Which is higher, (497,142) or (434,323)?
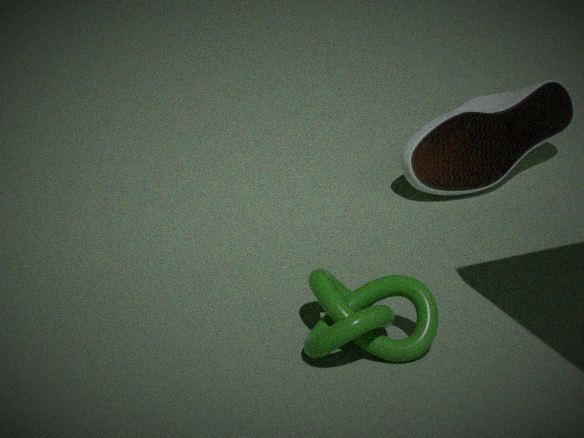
(497,142)
